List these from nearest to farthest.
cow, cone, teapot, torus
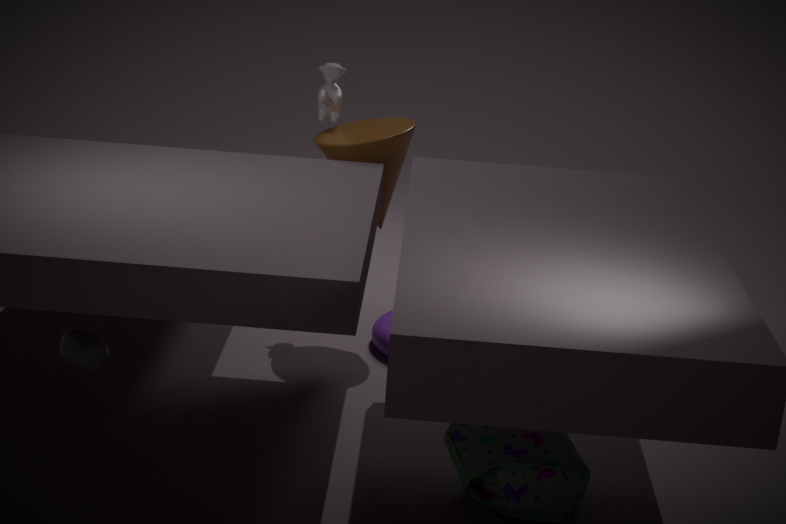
teapot, cone, torus, cow
